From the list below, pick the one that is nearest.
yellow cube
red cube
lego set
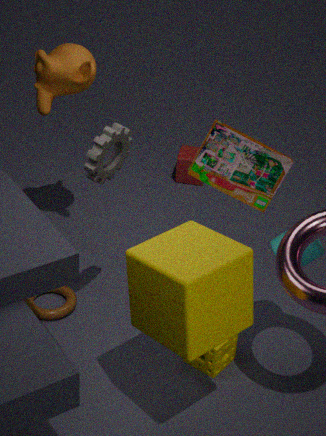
yellow cube
